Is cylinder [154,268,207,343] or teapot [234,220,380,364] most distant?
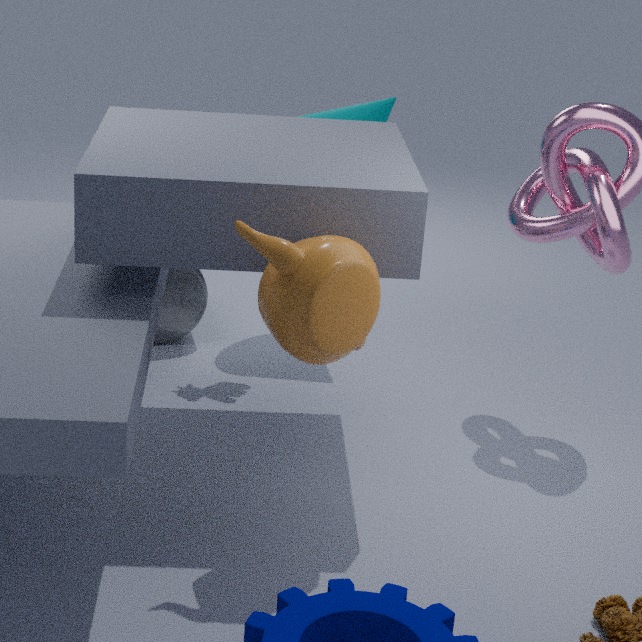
cylinder [154,268,207,343]
